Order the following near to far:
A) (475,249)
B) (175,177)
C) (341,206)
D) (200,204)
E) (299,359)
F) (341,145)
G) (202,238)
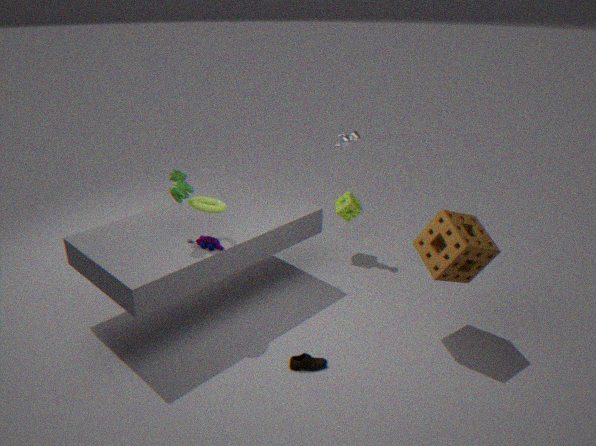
(475,249)
(299,359)
(200,204)
(175,177)
(202,238)
(341,145)
(341,206)
